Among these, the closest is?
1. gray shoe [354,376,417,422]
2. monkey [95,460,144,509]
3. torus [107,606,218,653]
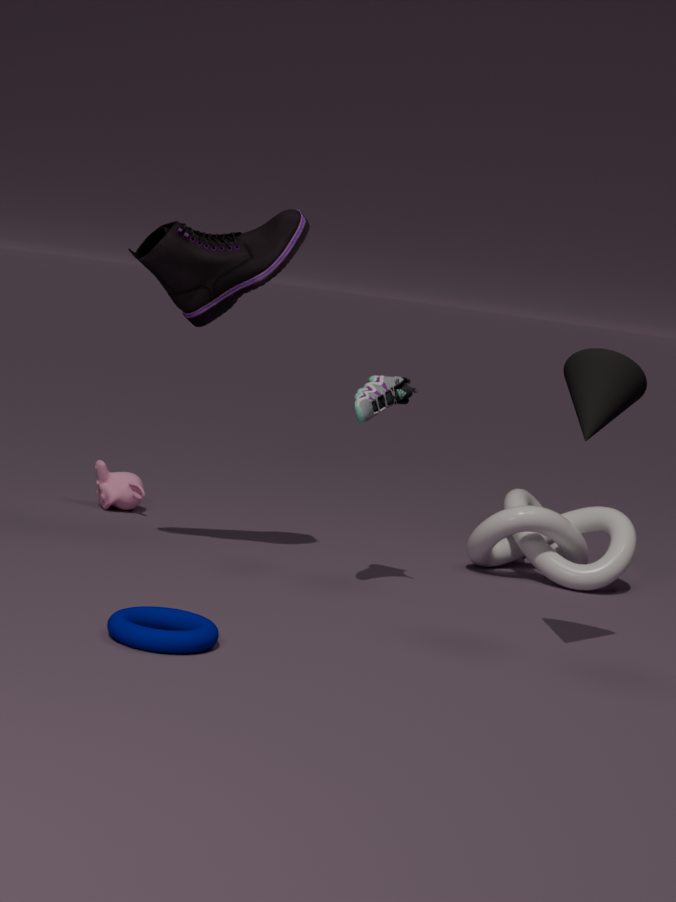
torus [107,606,218,653]
